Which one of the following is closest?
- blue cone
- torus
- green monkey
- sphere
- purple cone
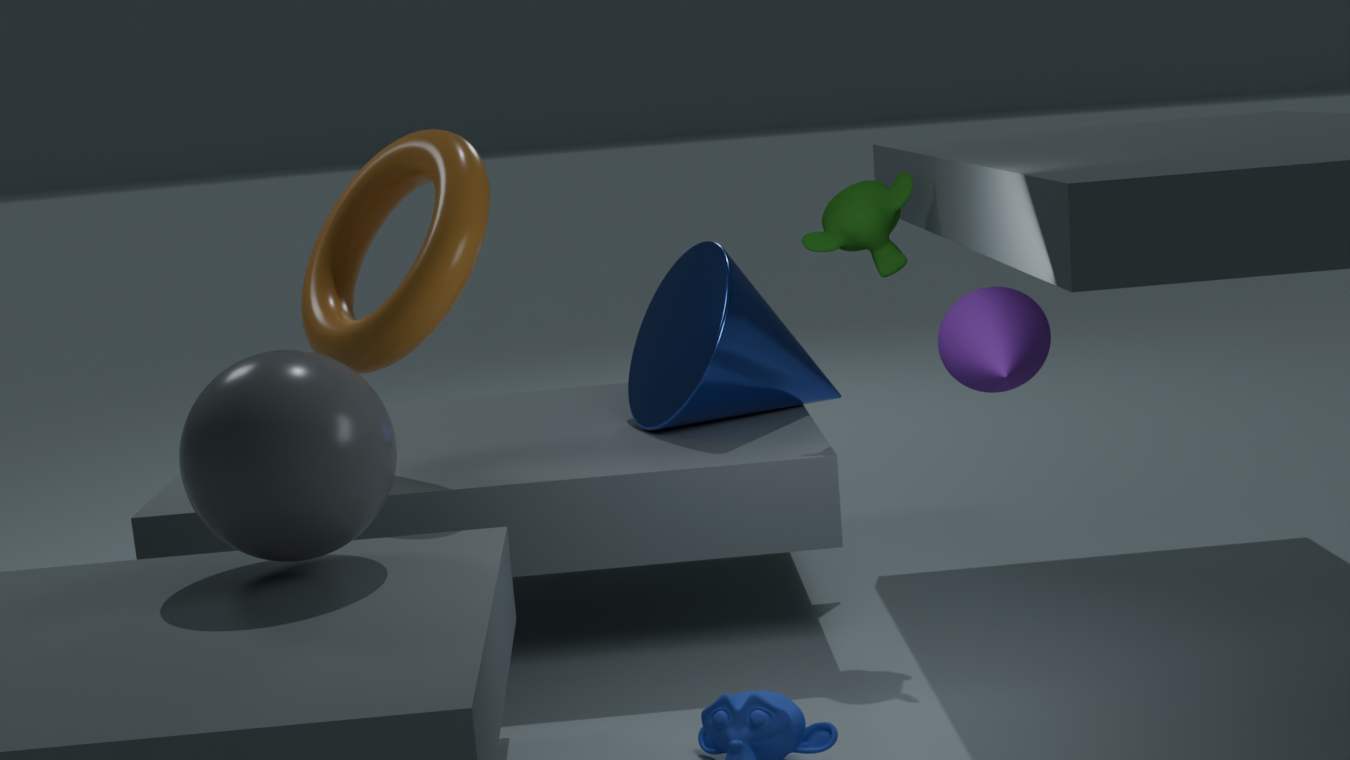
sphere
